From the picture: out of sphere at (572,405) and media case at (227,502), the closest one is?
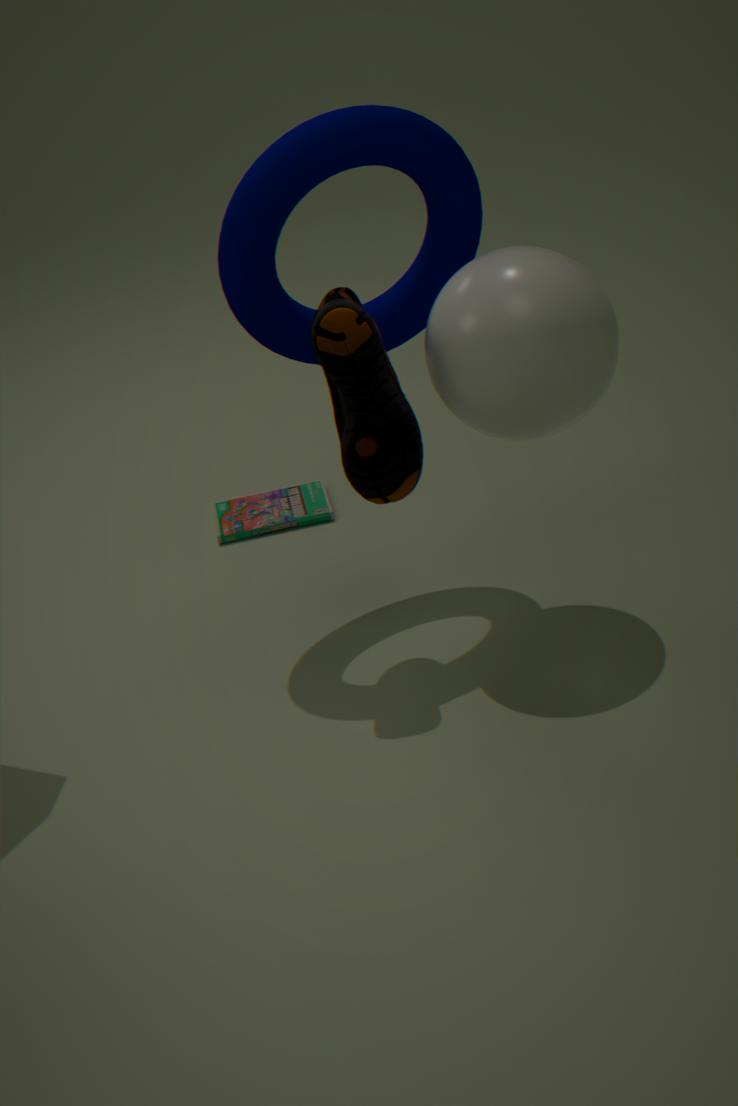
sphere at (572,405)
